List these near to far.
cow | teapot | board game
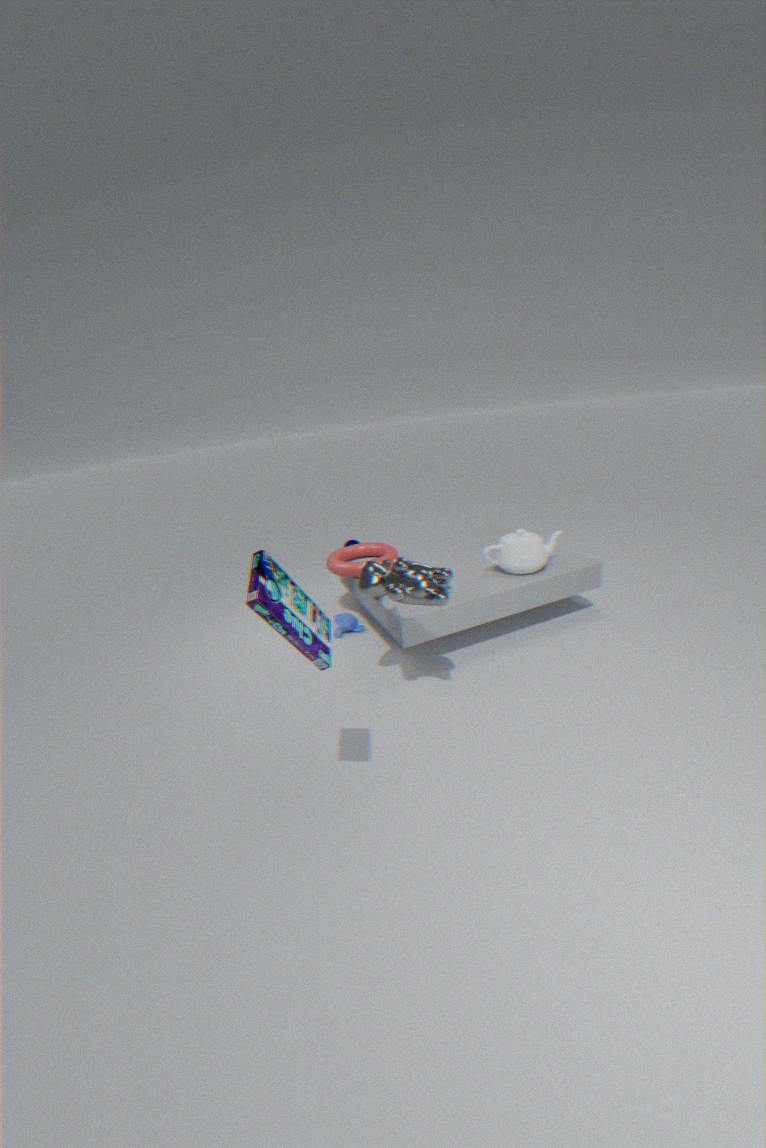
1. board game
2. cow
3. teapot
